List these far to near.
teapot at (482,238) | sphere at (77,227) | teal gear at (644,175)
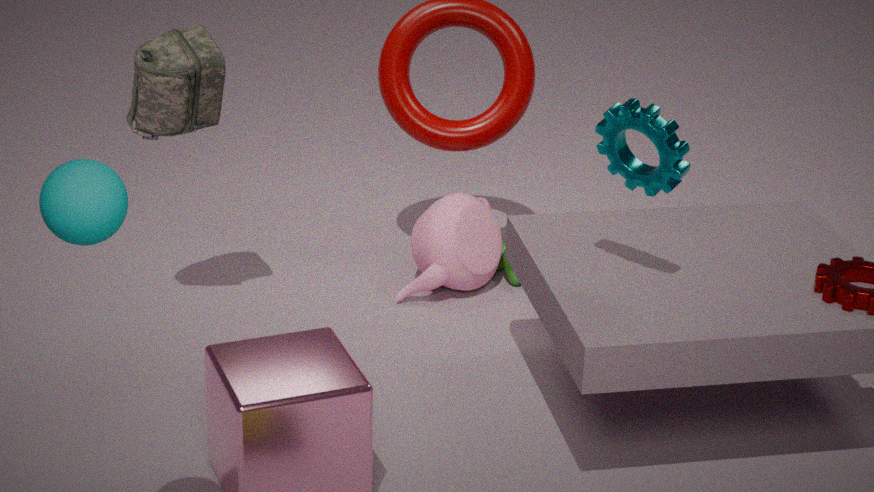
teapot at (482,238) < teal gear at (644,175) < sphere at (77,227)
